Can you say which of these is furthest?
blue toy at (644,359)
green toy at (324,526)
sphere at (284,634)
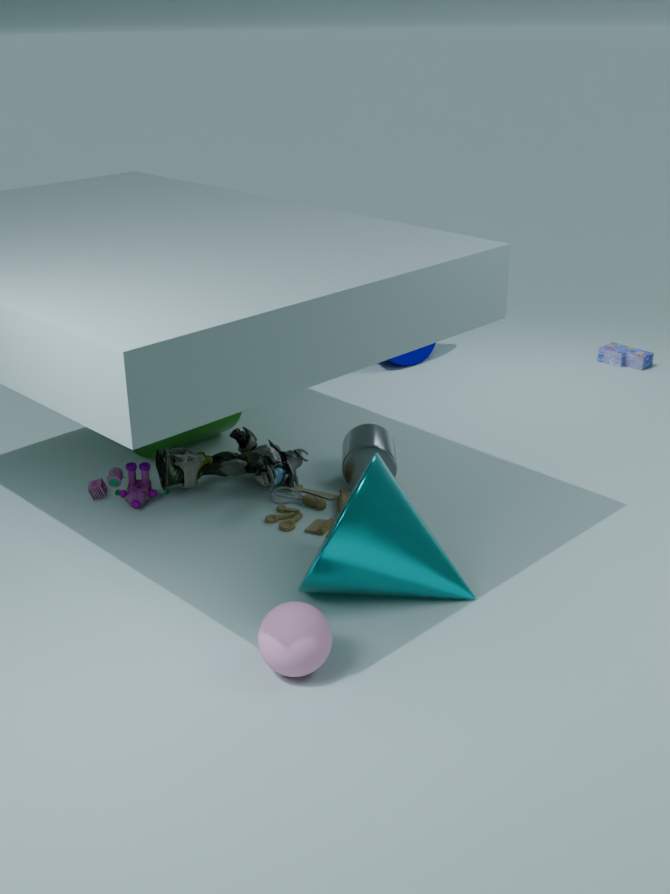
blue toy at (644,359)
